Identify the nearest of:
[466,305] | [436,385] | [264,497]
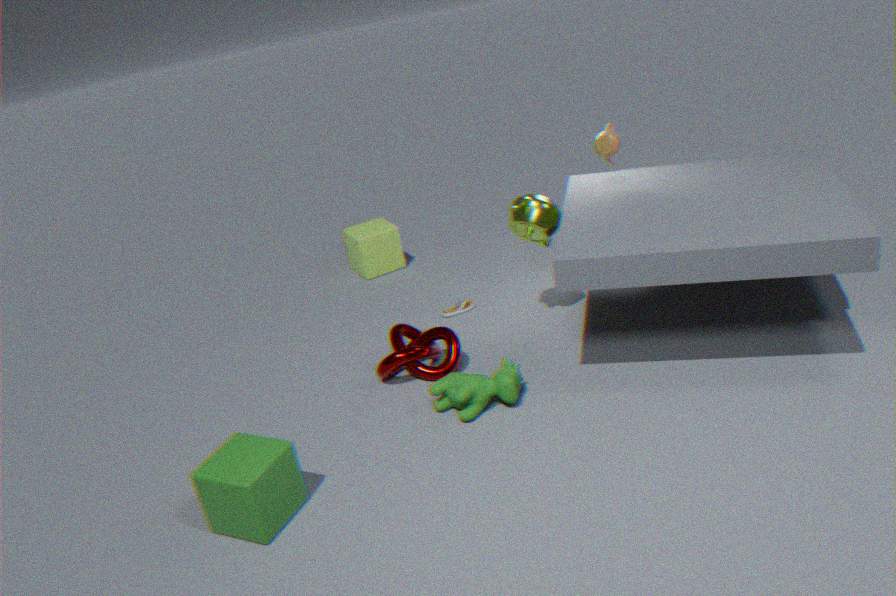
[264,497]
